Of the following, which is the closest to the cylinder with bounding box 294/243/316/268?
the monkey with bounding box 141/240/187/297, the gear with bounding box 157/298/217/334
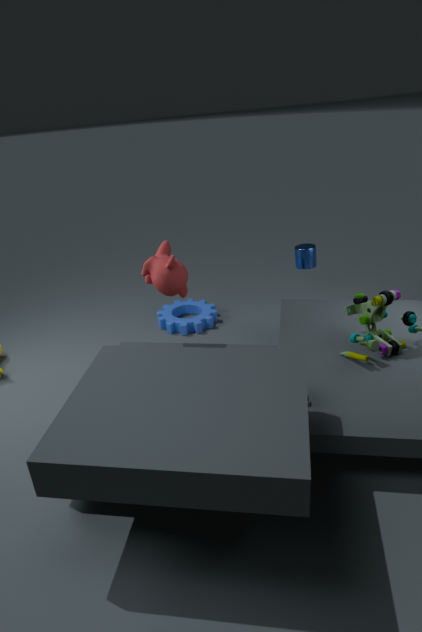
the gear with bounding box 157/298/217/334
